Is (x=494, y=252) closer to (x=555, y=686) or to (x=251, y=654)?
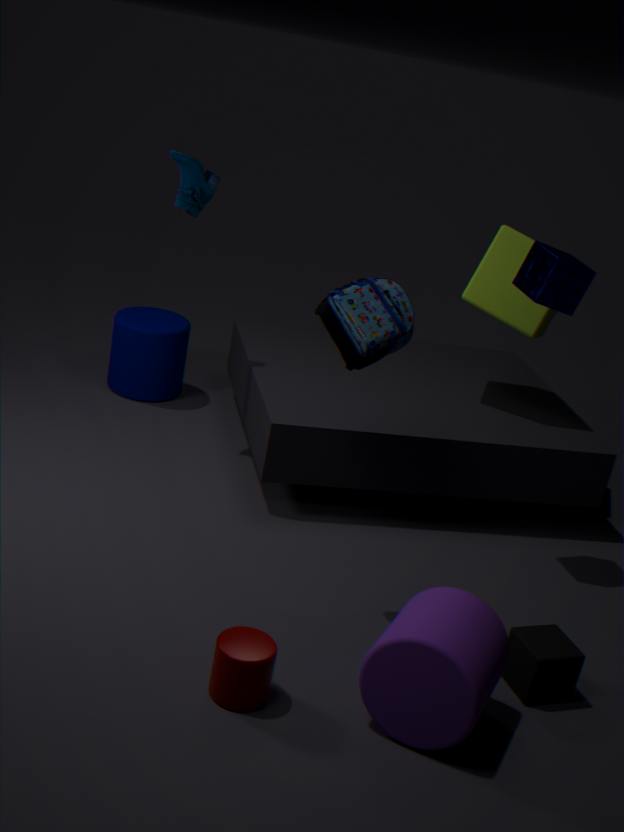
(x=555, y=686)
